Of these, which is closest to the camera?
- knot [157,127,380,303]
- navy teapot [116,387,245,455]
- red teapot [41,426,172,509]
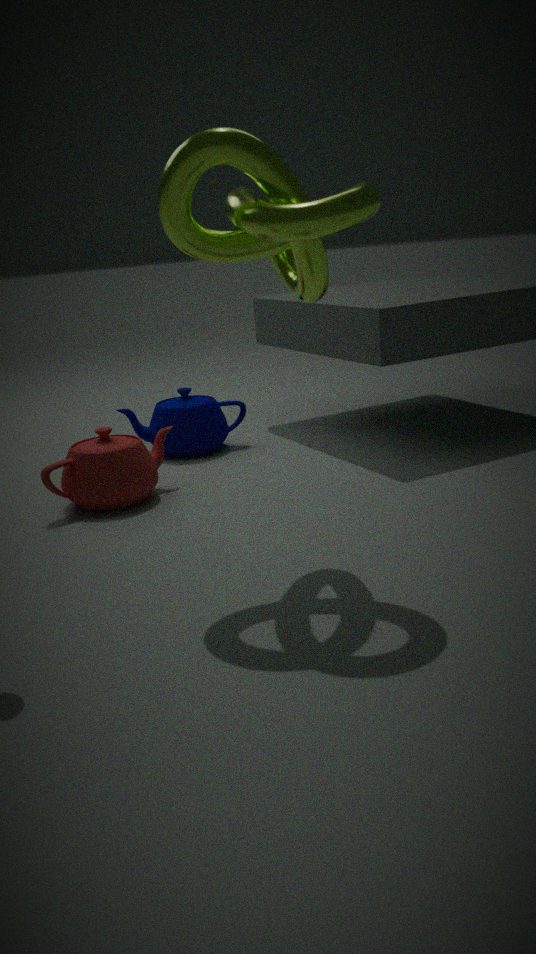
knot [157,127,380,303]
